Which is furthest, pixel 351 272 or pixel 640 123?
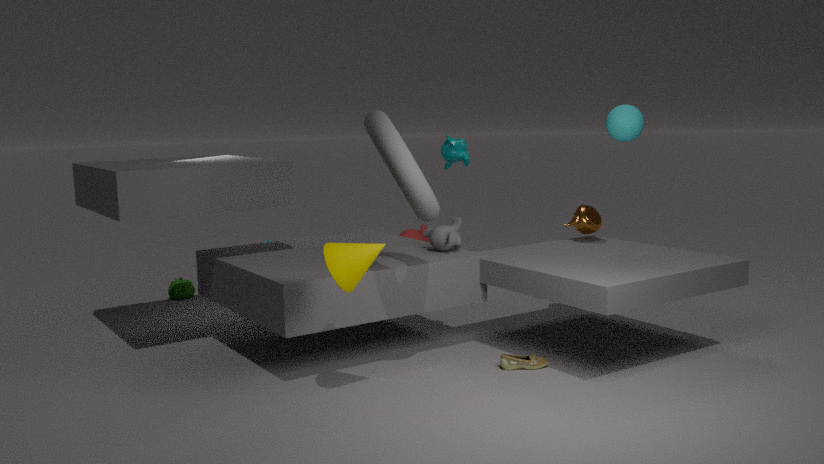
pixel 640 123
